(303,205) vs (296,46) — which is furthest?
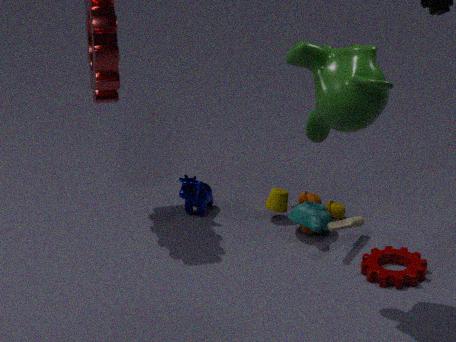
(303,205)
